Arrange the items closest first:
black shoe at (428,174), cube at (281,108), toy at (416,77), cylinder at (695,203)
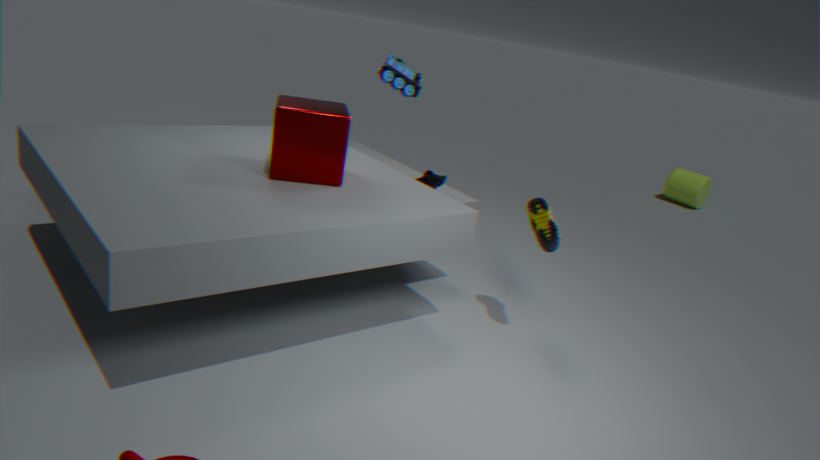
cube at (281,108) < black shoe at (428,174) < toy at (416,77) < cylinder at (695,203)
